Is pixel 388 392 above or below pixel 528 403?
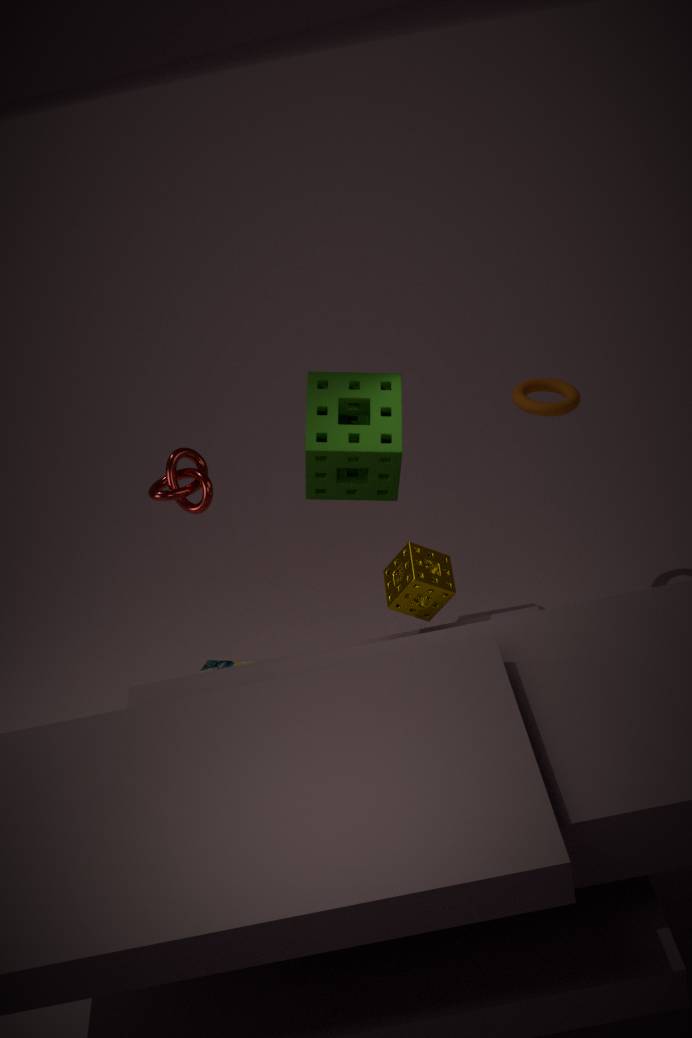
above
